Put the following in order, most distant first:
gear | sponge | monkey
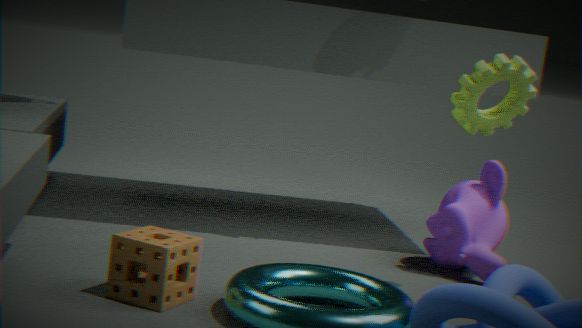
monkey → gear → sponge
